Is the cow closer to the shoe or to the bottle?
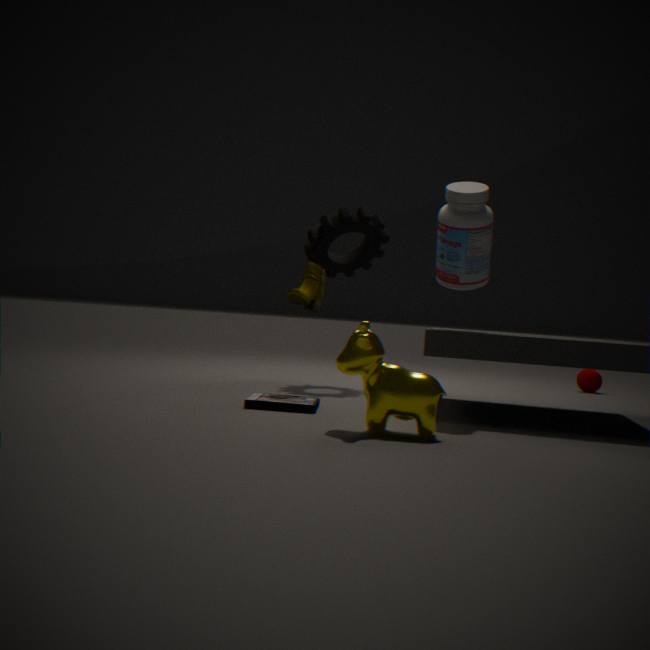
the shoe
